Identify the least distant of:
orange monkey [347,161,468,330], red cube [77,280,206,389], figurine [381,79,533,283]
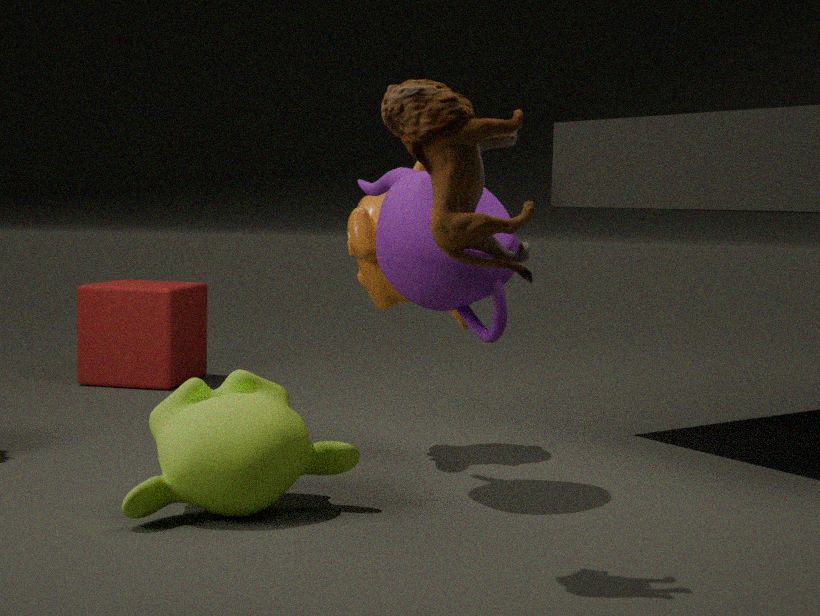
figurine [381,79,533,283]
